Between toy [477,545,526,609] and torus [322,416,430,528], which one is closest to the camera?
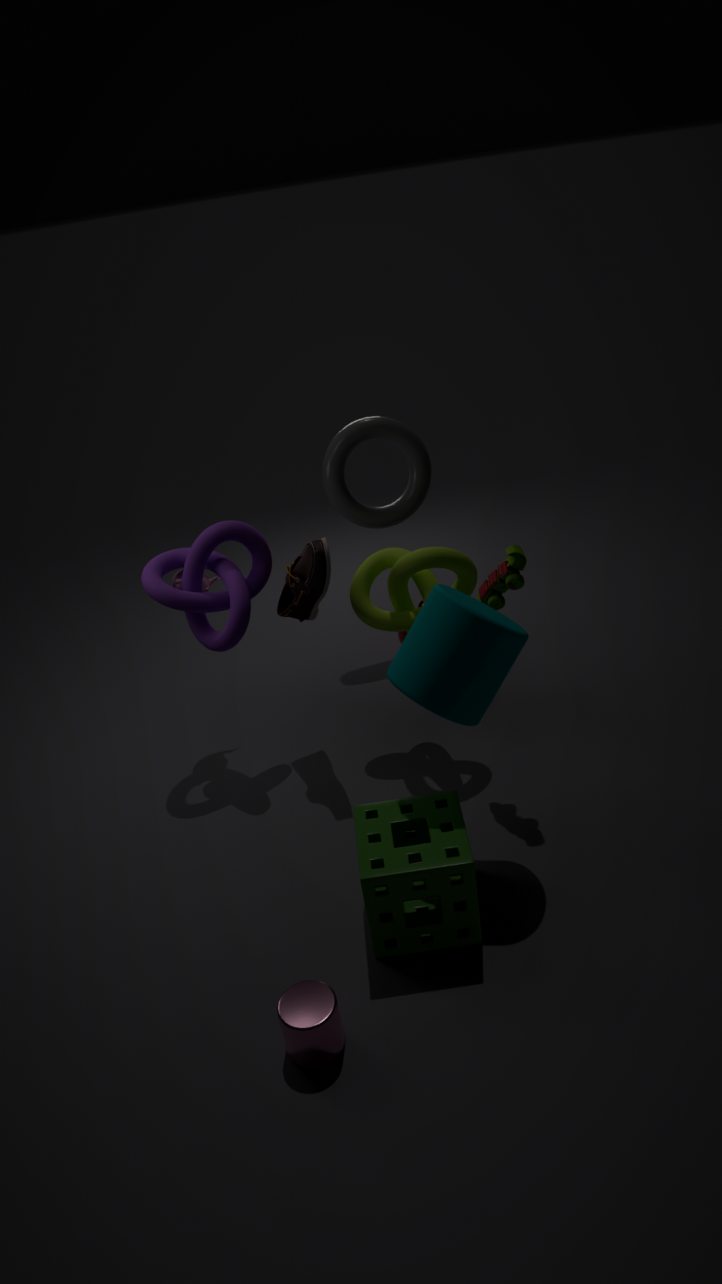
toy [477,545,526,609]
